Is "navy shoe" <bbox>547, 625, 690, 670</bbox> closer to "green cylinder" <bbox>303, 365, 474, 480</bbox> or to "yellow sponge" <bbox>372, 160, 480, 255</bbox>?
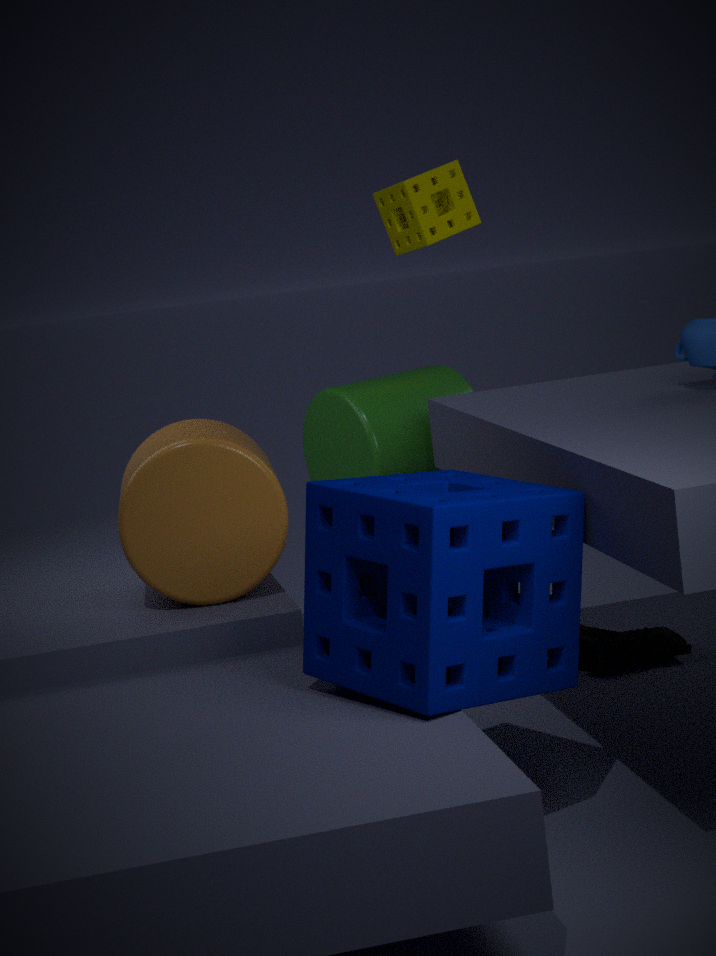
"green cylinder" <bbox>303, 365, 474, 480</bbox>
